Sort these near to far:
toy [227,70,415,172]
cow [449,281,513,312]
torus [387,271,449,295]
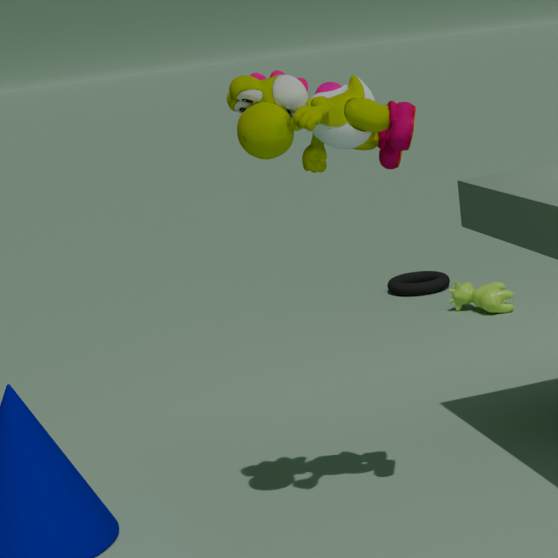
1. toy [227,70,415,172]
2. cow [449,281,513,312]
3. torus [387,271,449,295]
